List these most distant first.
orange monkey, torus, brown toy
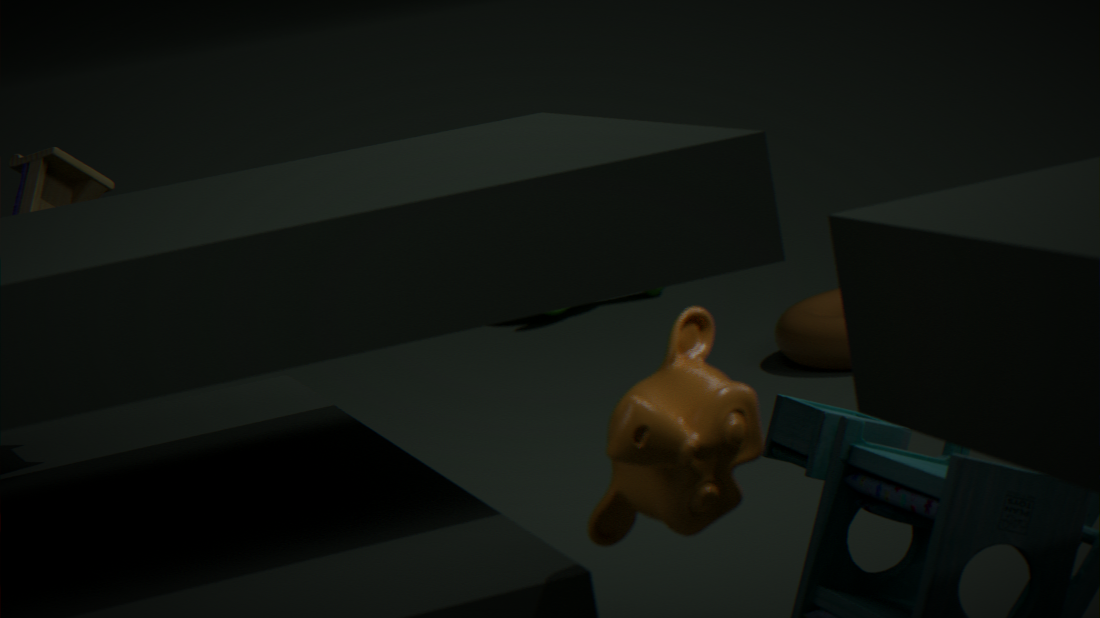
torus
brown toy
orange monkey
